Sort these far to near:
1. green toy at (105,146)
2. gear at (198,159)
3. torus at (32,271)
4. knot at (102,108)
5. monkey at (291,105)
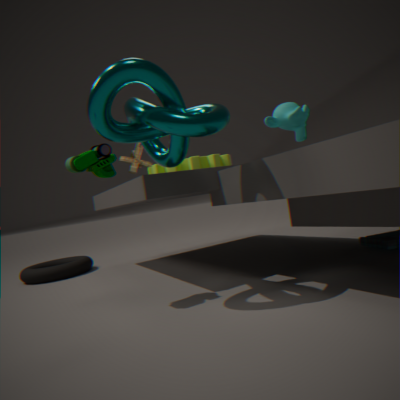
monkey at (291,105), torus at (32,271), gear at (198,159), green toy at (105,146), knot at (102,108)
